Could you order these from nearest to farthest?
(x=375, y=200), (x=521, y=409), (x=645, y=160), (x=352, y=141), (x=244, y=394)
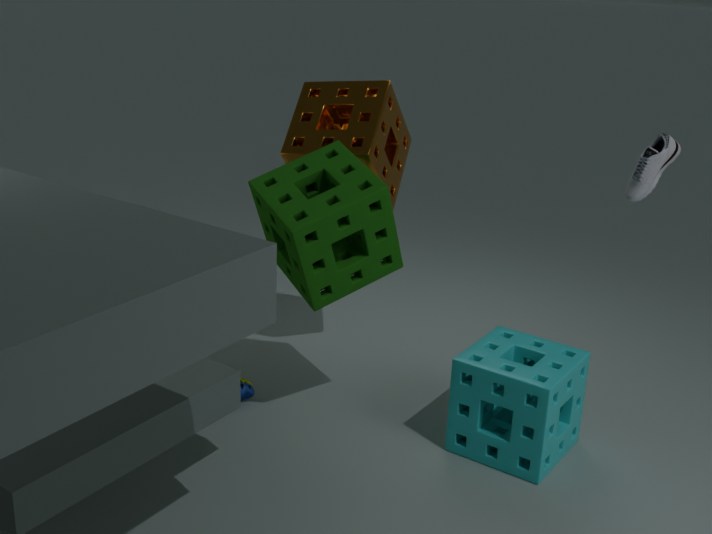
(x=375, y=200)
(x=521, y=409)
(x=645, y=160)
(x=352, y=141)
(x=244, y=394)
